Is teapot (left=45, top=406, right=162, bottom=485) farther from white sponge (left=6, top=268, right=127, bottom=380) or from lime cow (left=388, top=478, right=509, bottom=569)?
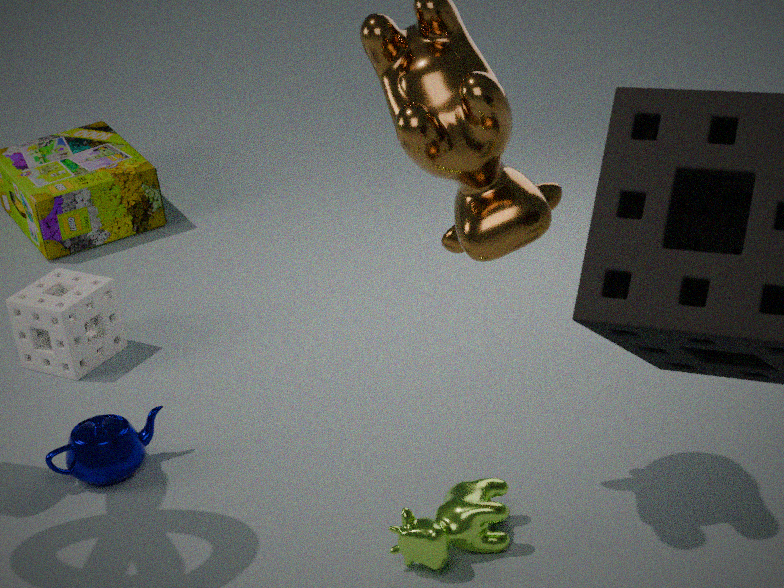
lime cow (left=388, top=478, right=509, bottom=569)
